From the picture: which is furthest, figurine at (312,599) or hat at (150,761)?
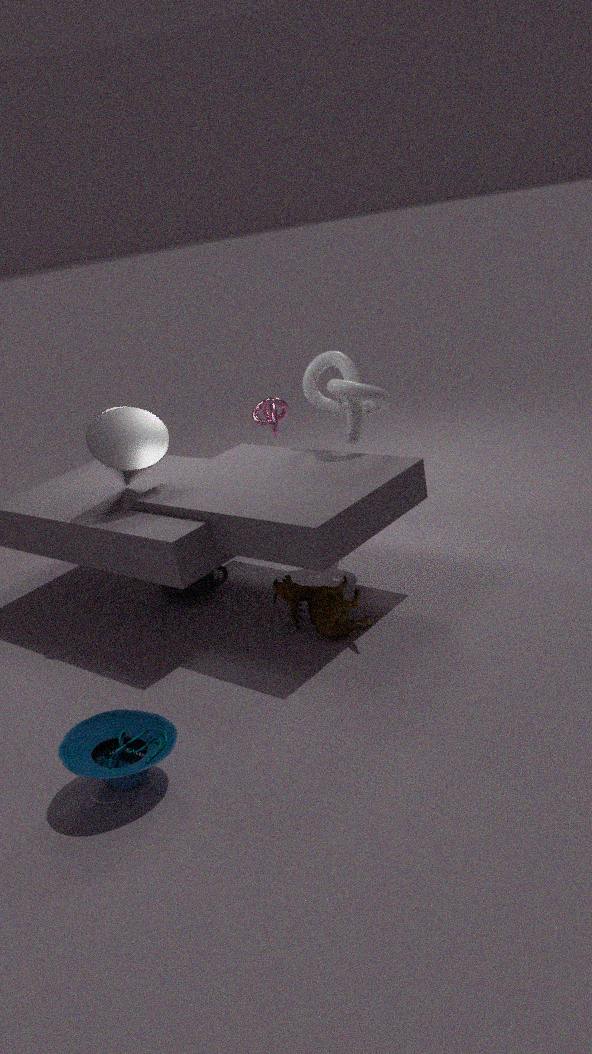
figurine at (312,599)
